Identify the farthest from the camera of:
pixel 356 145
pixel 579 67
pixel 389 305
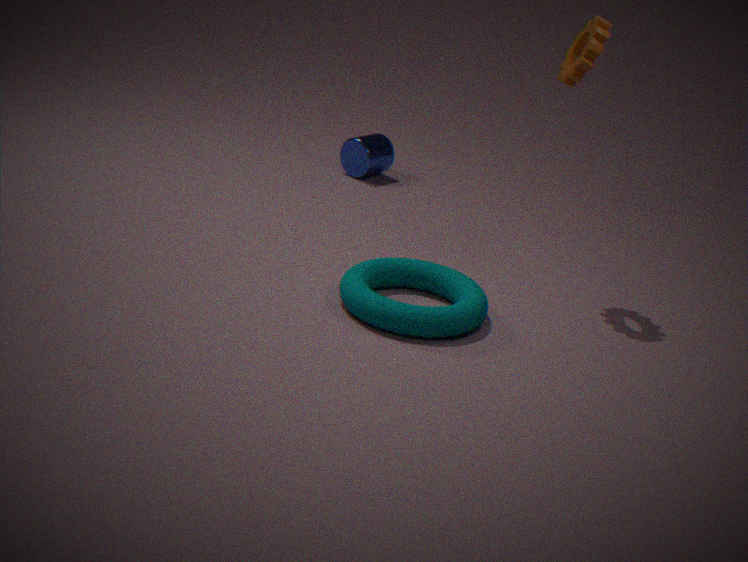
pixel 356 145
